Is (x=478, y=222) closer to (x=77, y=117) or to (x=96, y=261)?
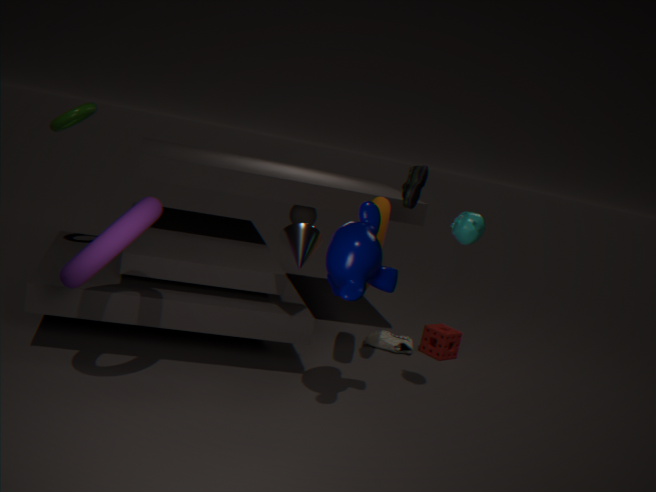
(x=96, y=261)
